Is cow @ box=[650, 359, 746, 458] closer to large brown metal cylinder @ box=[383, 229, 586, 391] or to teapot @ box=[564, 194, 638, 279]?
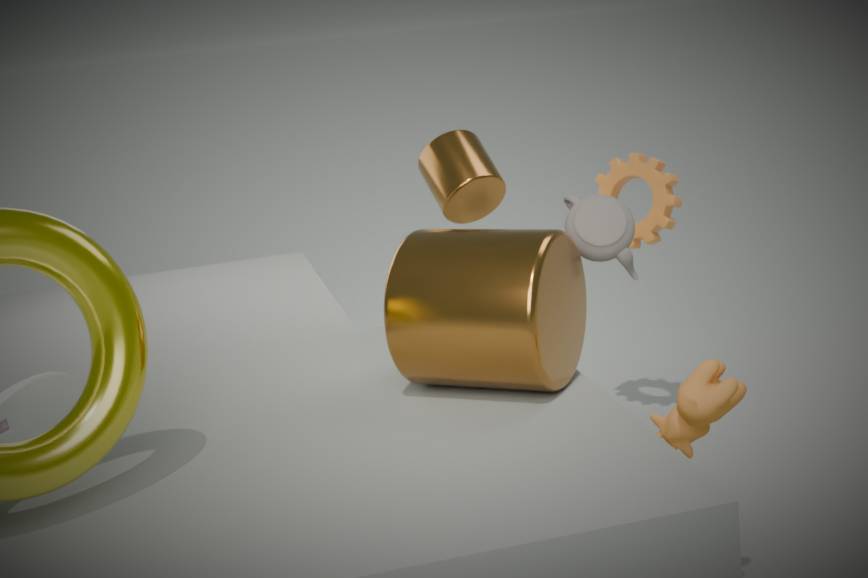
large brown metal cylinder @ box=[383, 229, 586, 391]
